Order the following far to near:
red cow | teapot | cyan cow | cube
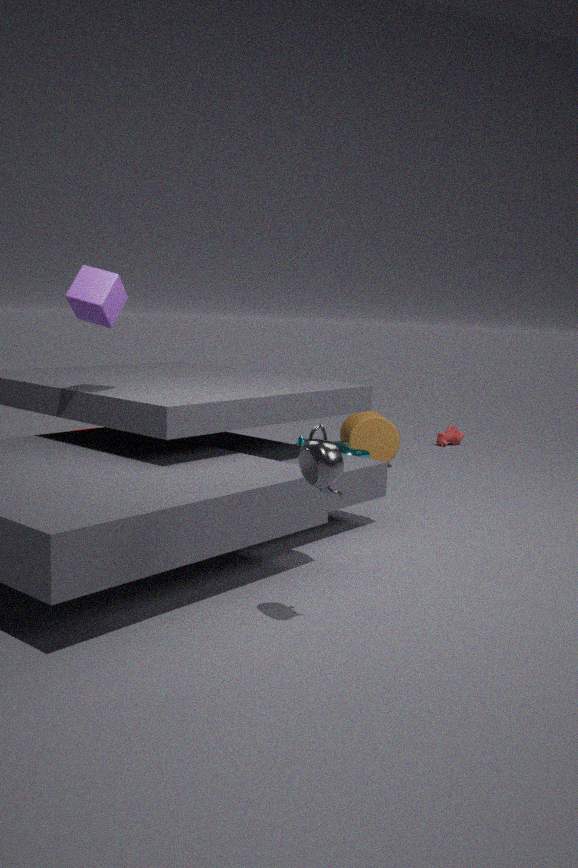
red cow
cyan cow
cube
teapot
